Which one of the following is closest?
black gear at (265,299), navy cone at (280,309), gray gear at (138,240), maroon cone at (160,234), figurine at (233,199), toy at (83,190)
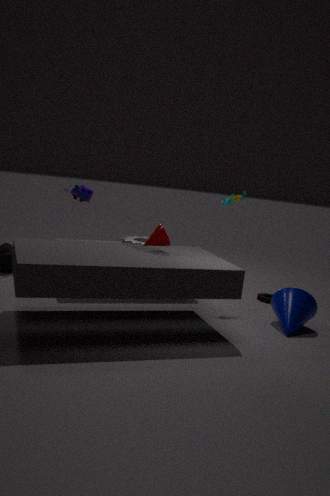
maroon cone at (160,234)
